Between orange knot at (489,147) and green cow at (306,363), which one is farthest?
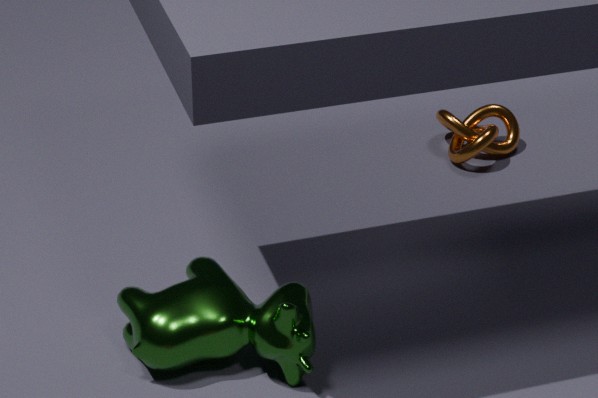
orange knot at (489,147)
